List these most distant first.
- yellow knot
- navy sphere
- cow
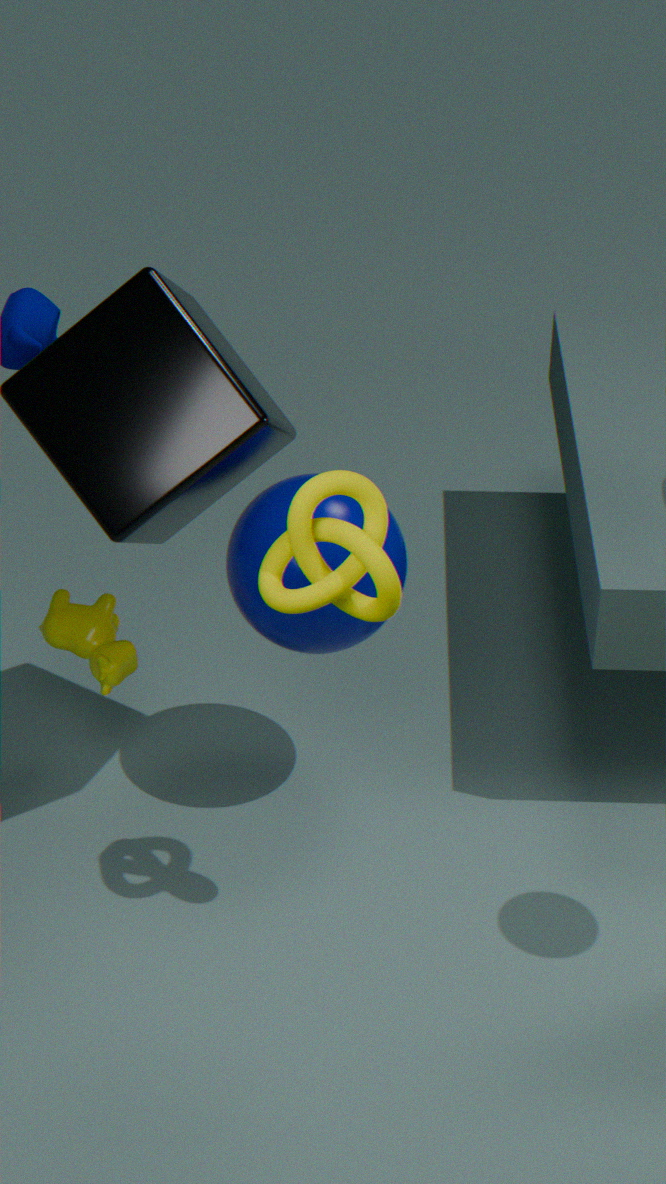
cow < navy sphere < yellow knot
